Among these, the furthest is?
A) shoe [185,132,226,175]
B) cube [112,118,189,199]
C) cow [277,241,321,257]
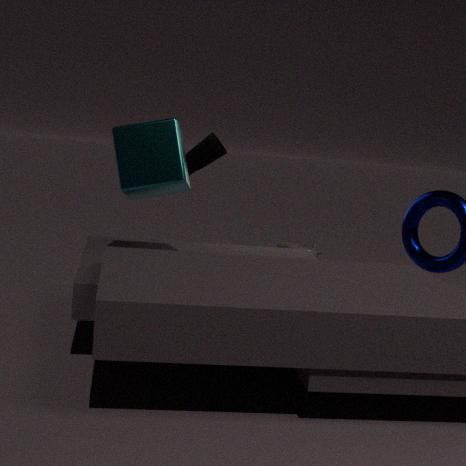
cow [277,241,321,257]
